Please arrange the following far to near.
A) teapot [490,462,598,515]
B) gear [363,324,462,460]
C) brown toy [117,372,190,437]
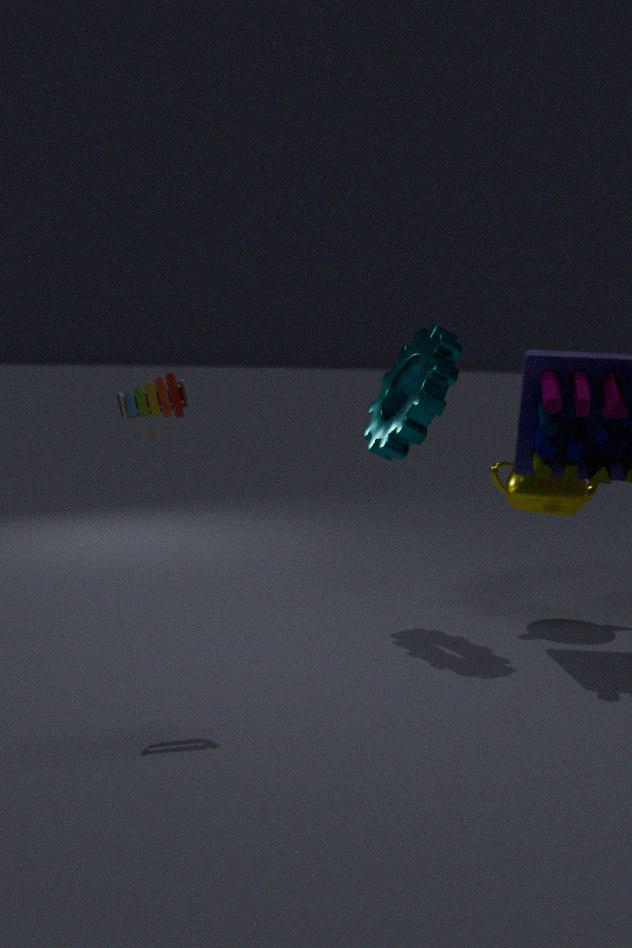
teapot [490,462,598,515] < gear [363,324,462,460] < brown toy [117,372,190,437]
